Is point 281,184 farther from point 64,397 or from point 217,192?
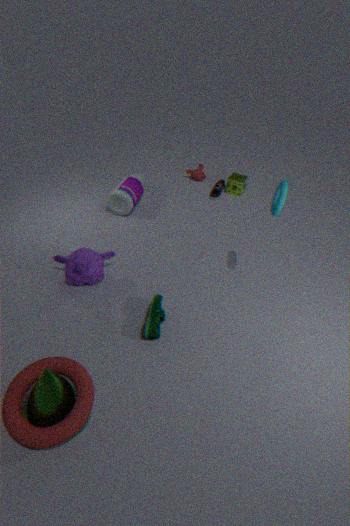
point 64,397
